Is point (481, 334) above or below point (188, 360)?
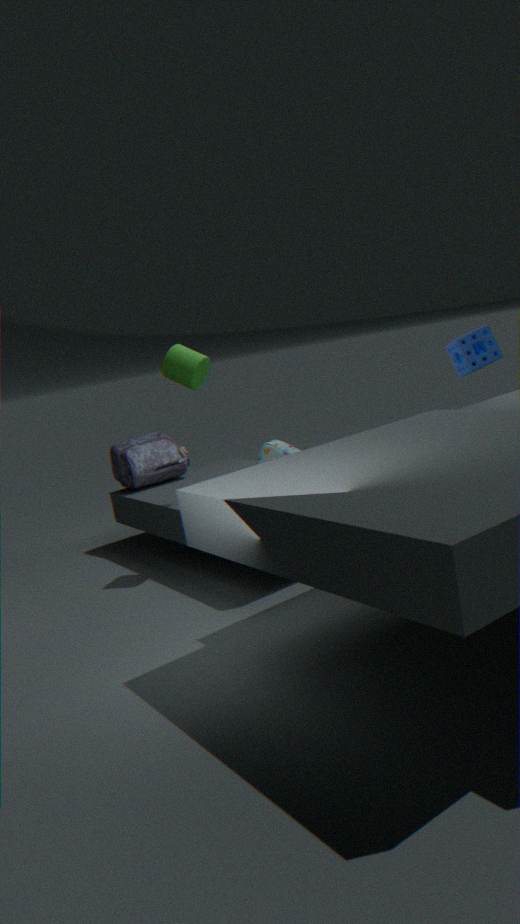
below
